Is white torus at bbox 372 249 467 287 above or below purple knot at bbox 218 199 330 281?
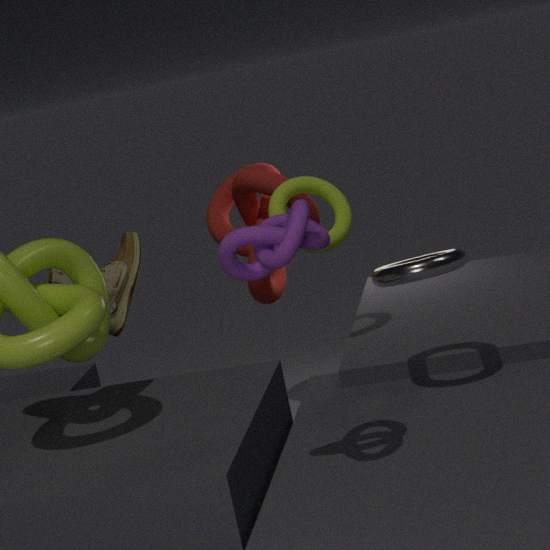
below
